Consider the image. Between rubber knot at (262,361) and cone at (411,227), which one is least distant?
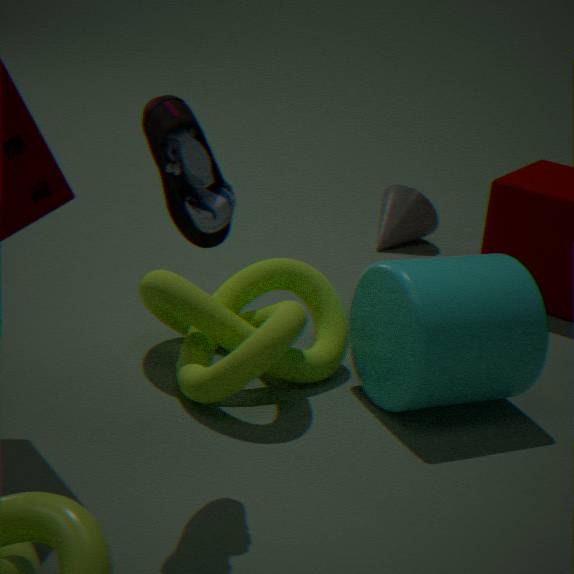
rubber knot at (262,361)
